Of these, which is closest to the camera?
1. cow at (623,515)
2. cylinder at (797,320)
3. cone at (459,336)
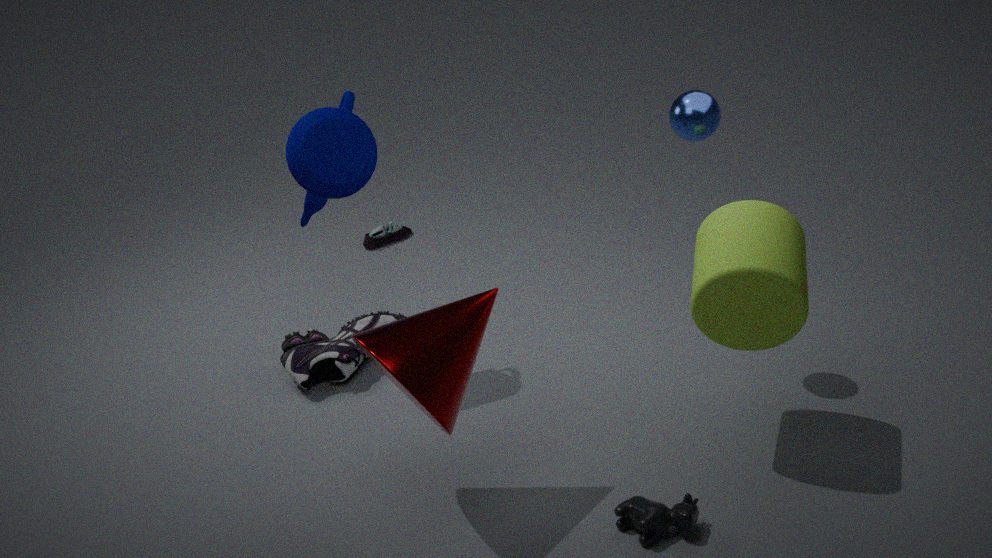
cone at (459,336)
